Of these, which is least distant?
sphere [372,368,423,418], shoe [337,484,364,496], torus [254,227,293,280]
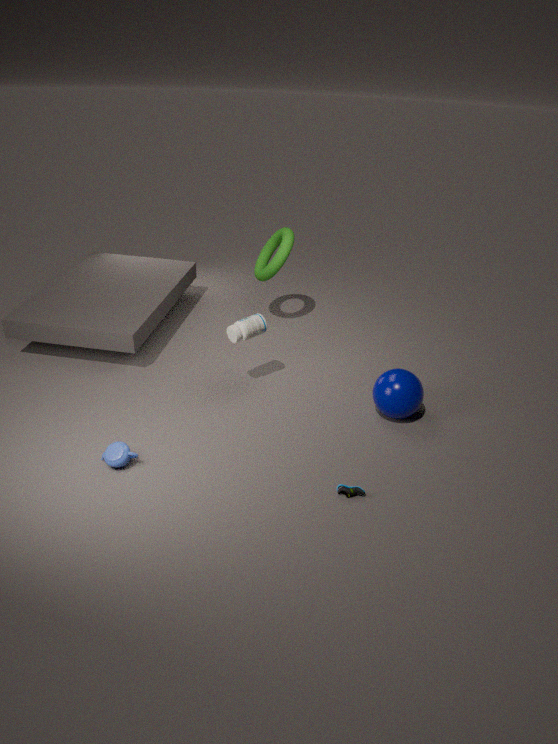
shoe [337,484,364,496]
